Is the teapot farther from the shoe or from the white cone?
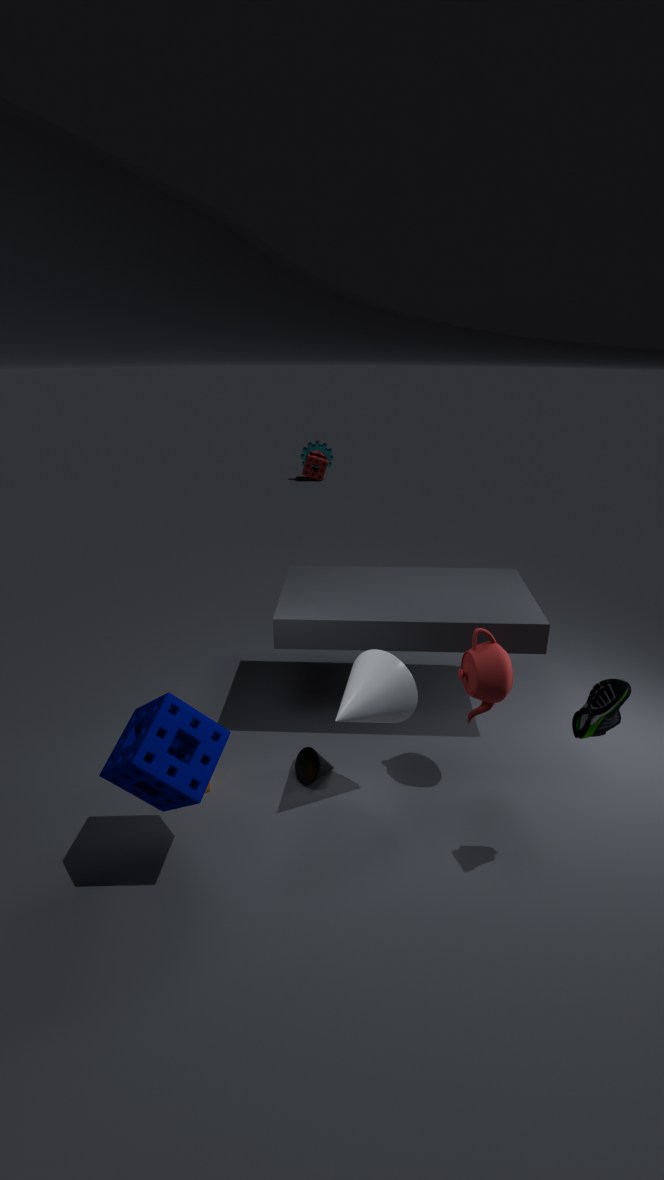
the shoe
